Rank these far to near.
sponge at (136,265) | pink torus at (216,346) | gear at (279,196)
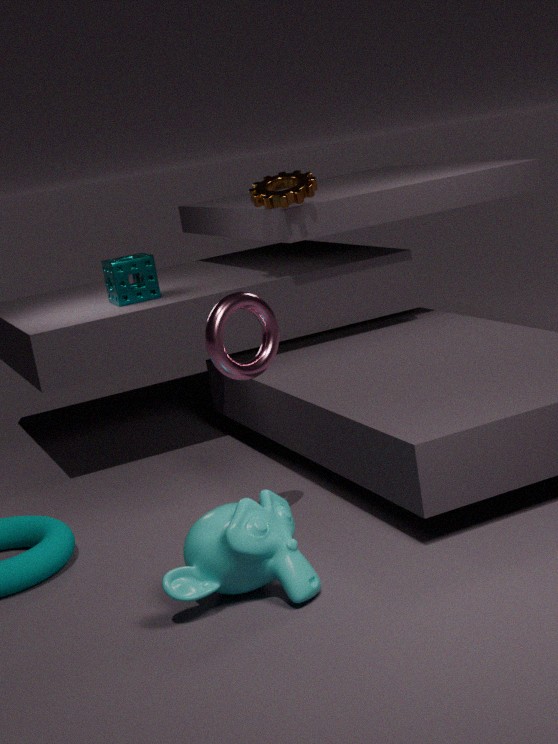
sponge at (136,265), gear at (279,196), pink torus at (216,346)
